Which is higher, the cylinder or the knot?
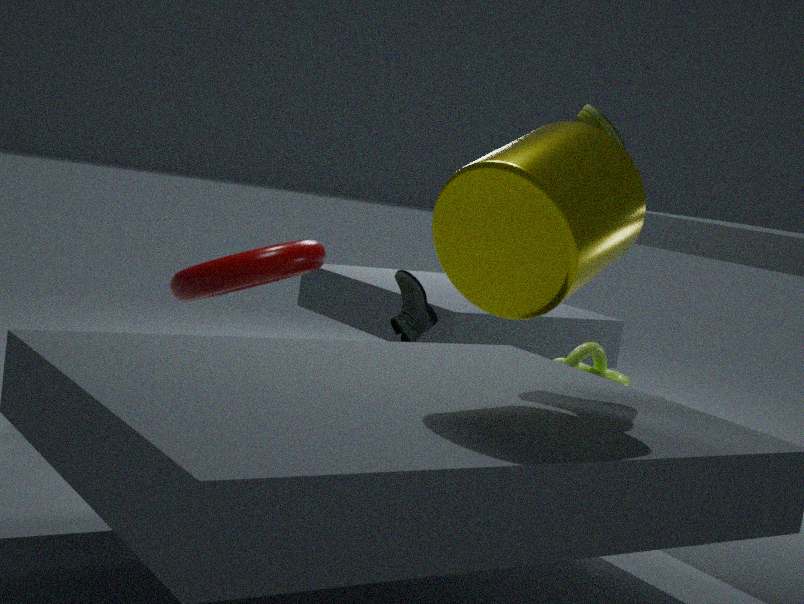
the cylinder
